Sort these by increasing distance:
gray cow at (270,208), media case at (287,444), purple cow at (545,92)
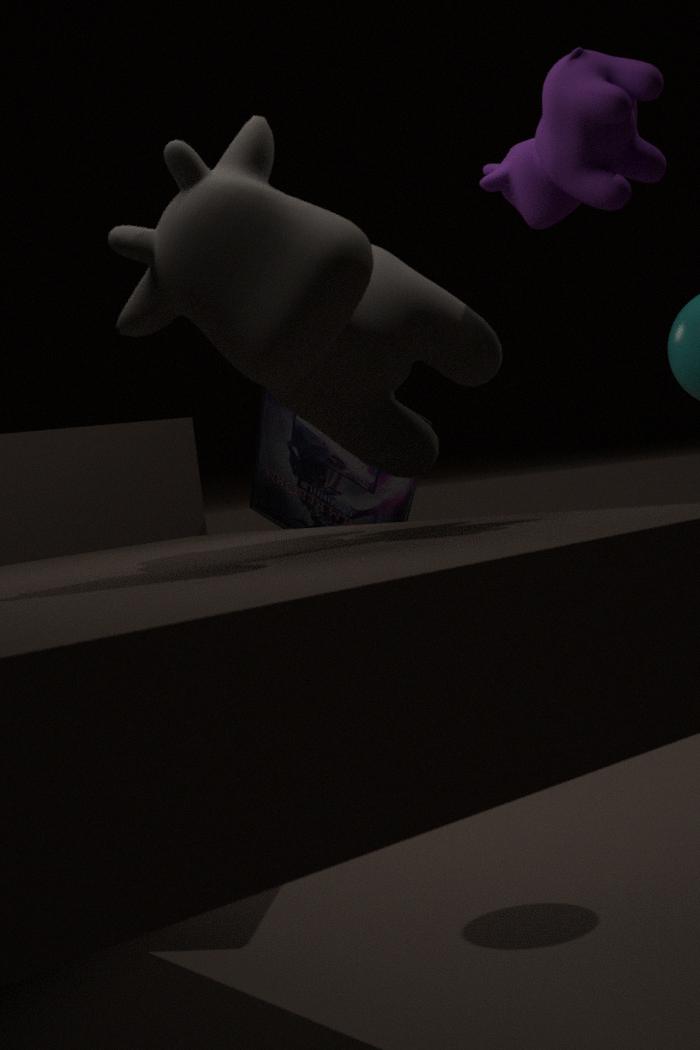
gray cow at (270,208)
purple cow at (545,92)
media case at (287,444)
